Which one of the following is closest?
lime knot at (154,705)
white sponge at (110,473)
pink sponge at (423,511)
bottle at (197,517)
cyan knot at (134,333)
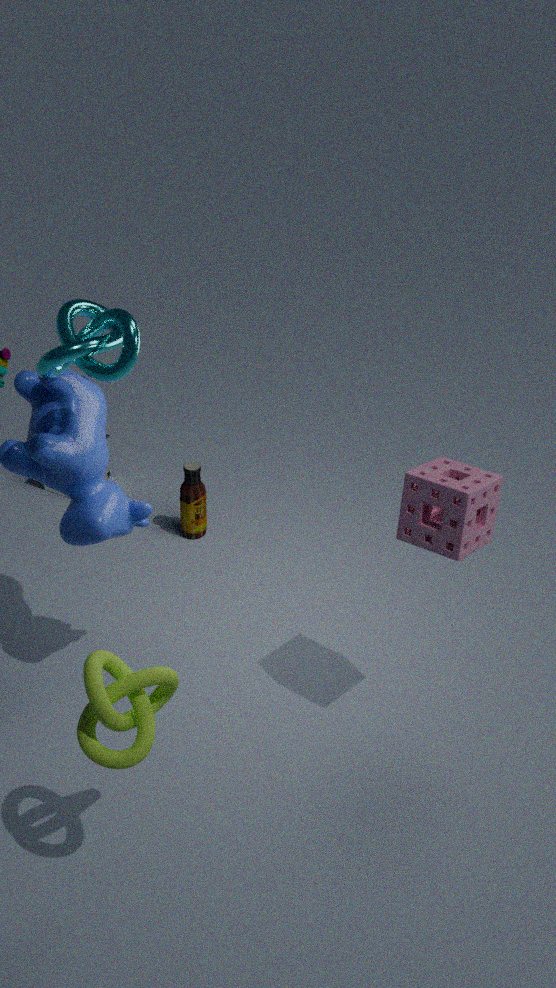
lime knot at (154,705)
